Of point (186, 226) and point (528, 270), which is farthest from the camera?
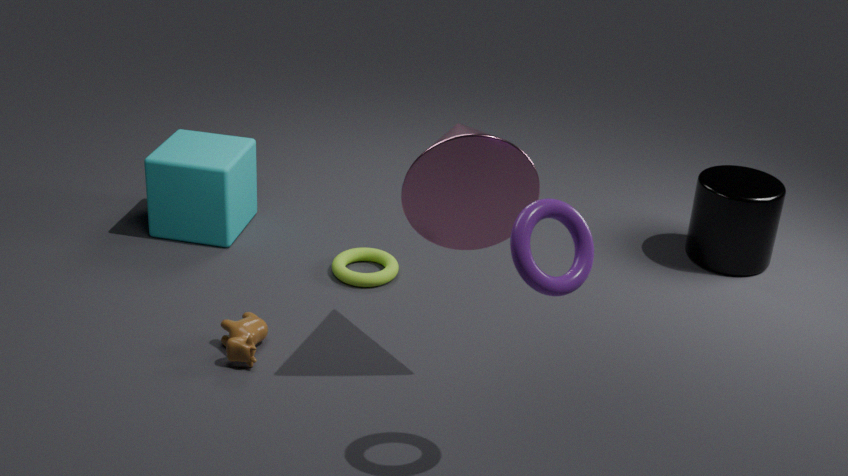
point (186, 226)
